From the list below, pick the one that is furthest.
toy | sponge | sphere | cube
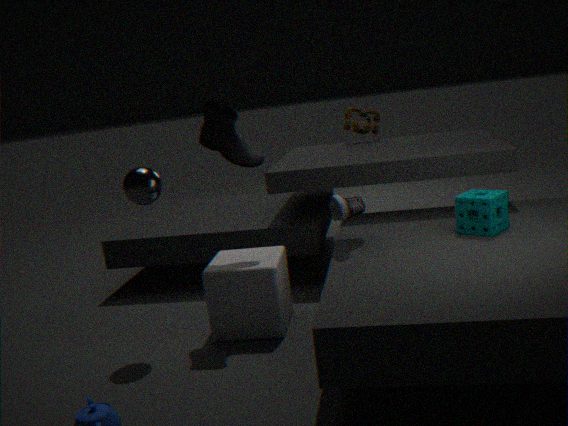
toy
